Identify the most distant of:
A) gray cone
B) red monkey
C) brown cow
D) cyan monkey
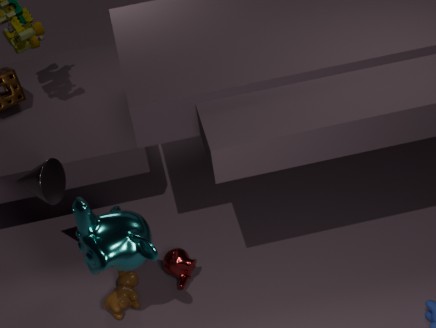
red monkey
